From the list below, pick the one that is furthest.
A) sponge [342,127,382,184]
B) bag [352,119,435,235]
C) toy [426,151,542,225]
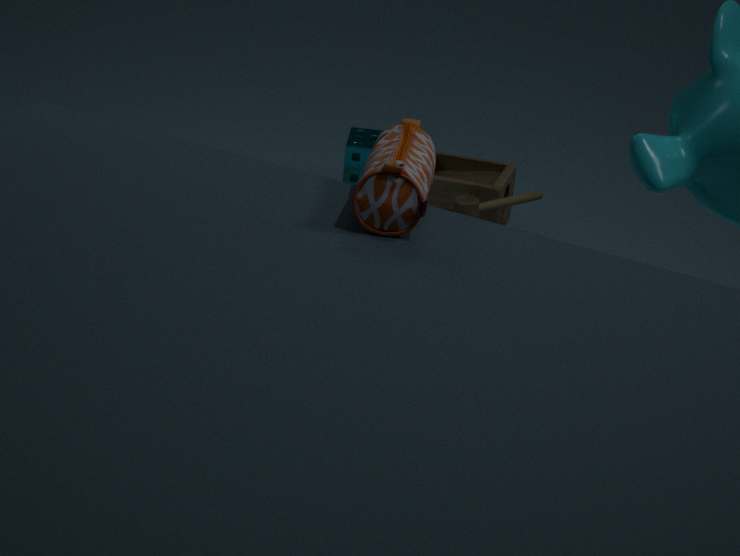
sponge [342,127,382,184]
